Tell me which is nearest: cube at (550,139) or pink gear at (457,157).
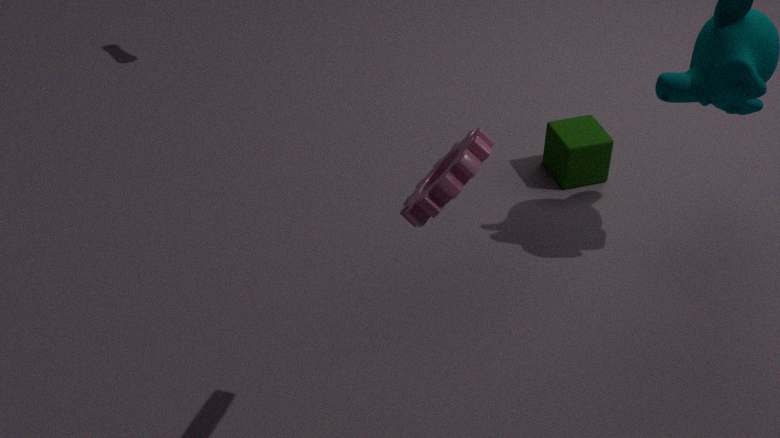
pink gear at (457,157)
